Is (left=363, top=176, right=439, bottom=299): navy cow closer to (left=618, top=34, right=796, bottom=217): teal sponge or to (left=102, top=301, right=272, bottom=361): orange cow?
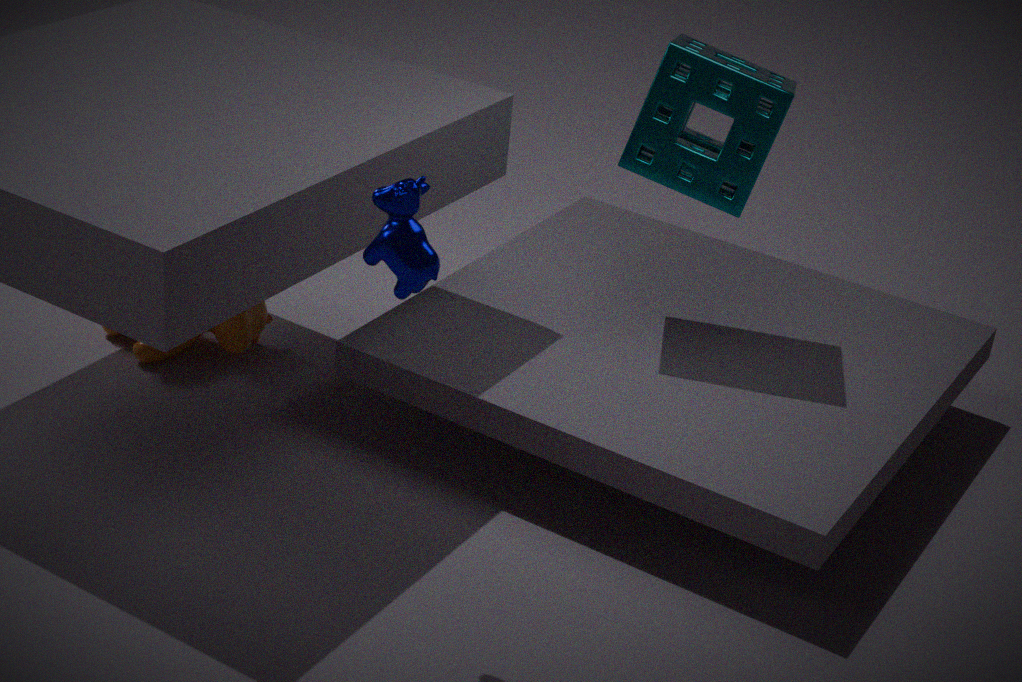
(left=618, top=34, right=796, bottom=217): teal sponge
